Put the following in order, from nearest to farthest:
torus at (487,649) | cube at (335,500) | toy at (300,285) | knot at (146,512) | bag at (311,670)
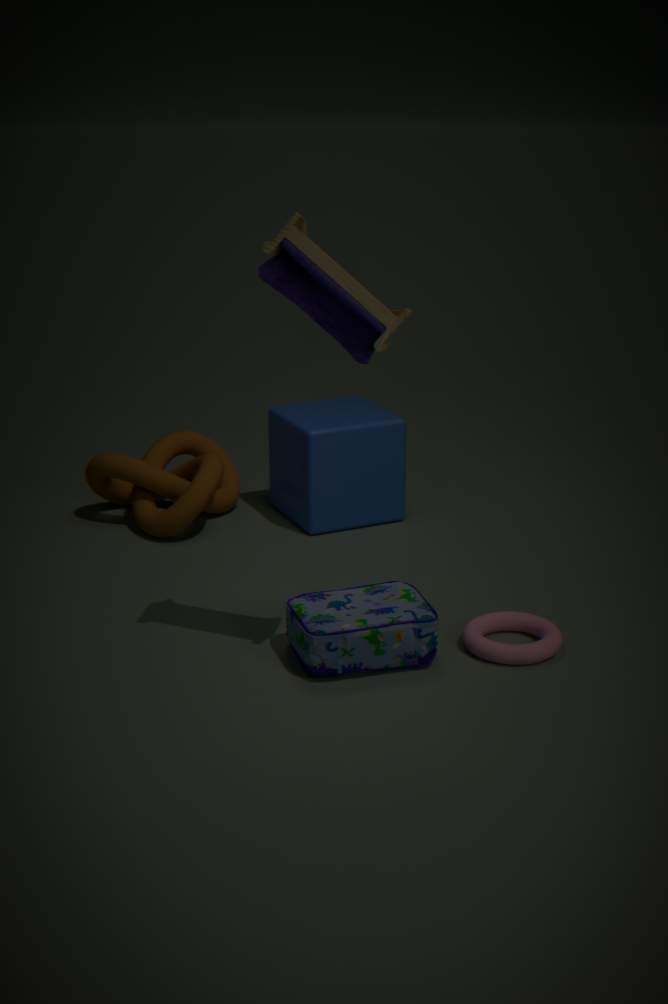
toy at (300,285)
bag at (311,670)
torus at (487,649)
knot at (146,512)
cube at (335,500)
